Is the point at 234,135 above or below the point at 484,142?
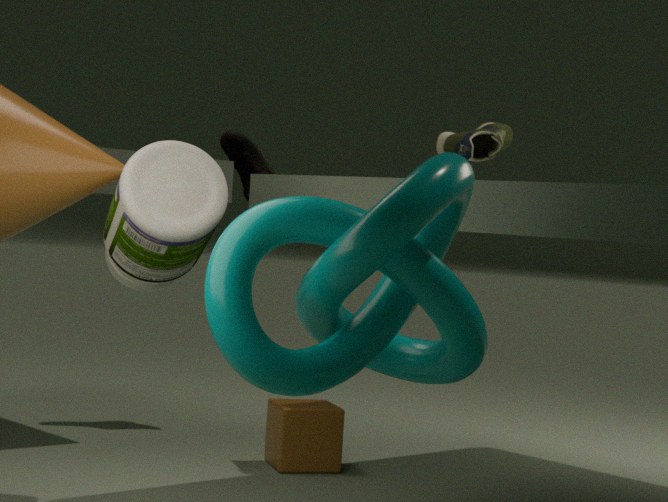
below
